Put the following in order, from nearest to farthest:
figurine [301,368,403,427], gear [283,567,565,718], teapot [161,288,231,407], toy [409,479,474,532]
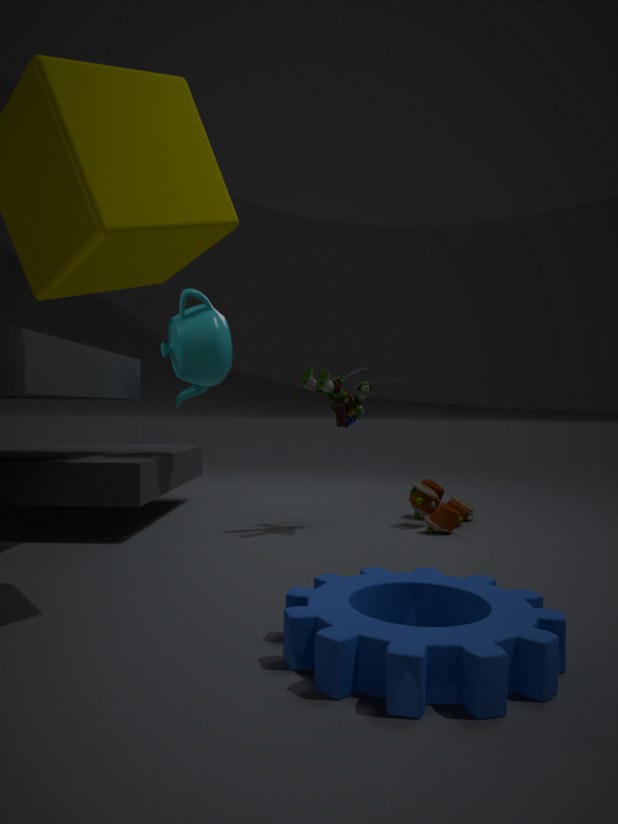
1. gear [283,567,565,718]
2. figurine [301,368,403,427]
3. teapot [161,288,231,407]
4. toy [409,479,474,532]
